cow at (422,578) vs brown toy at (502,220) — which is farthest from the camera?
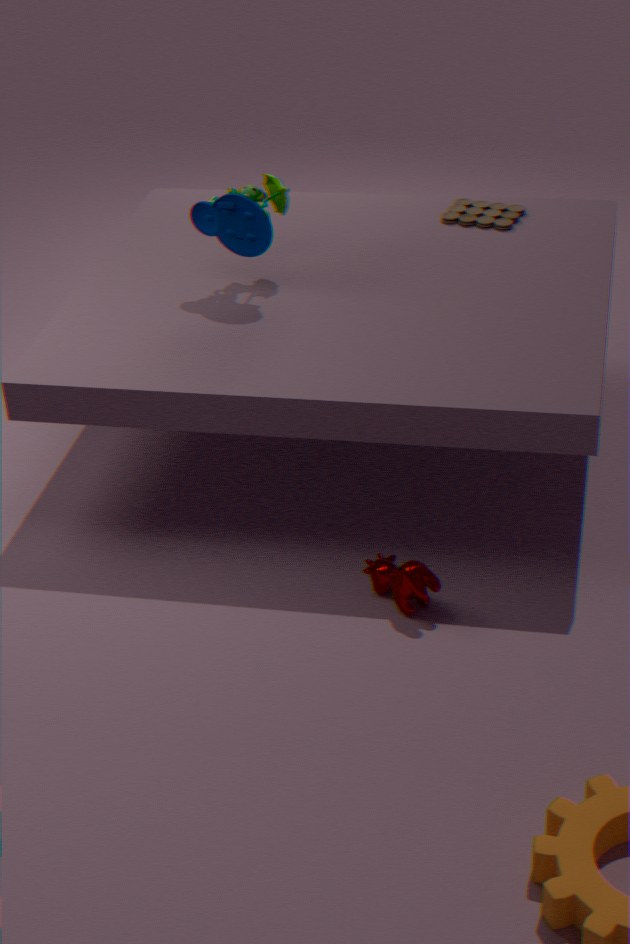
brown toy at (502,220)
